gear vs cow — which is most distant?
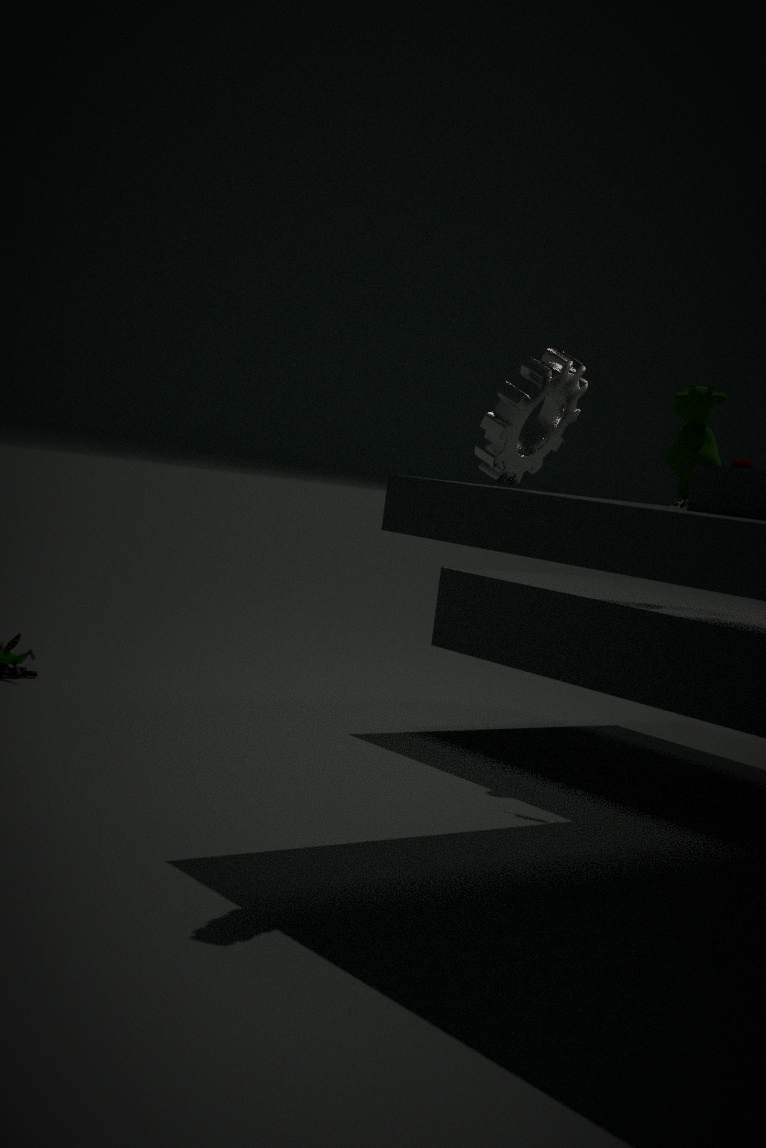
cow
